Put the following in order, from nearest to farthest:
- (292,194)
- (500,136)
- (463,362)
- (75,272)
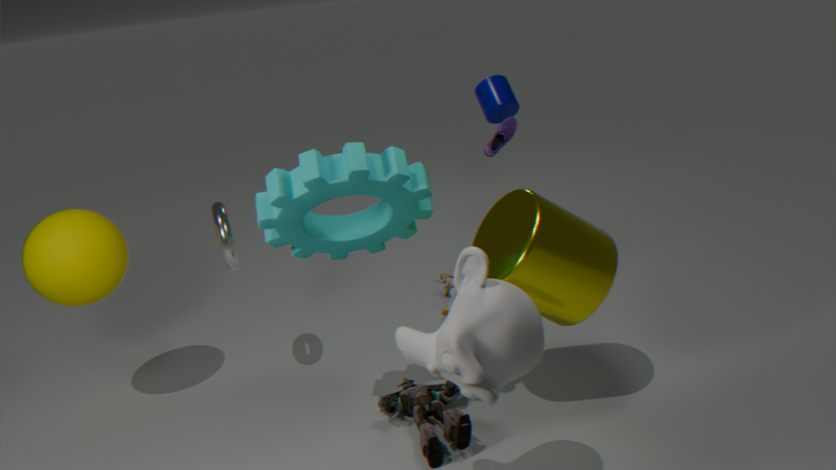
(463,362)
(292,194)
(75,272)
(500,136)
